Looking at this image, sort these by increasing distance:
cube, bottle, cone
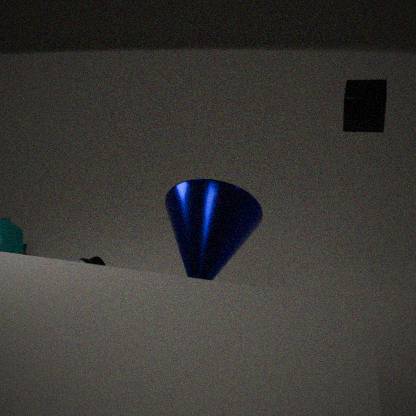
cone
cube
bottle
